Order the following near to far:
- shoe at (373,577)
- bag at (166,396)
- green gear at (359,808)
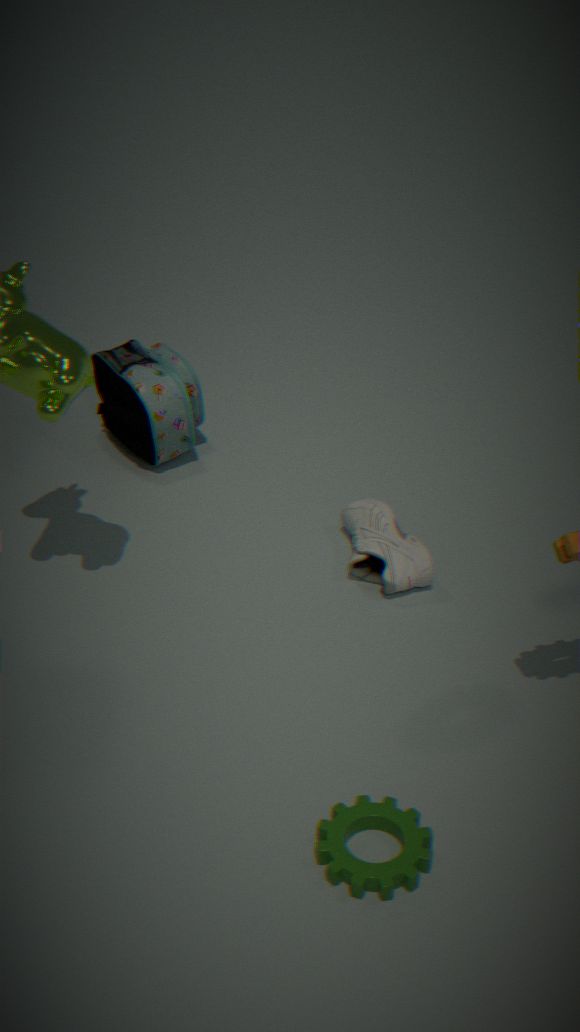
green gear at (359,808)
shoe at (373,577)
bag at (166,396)
